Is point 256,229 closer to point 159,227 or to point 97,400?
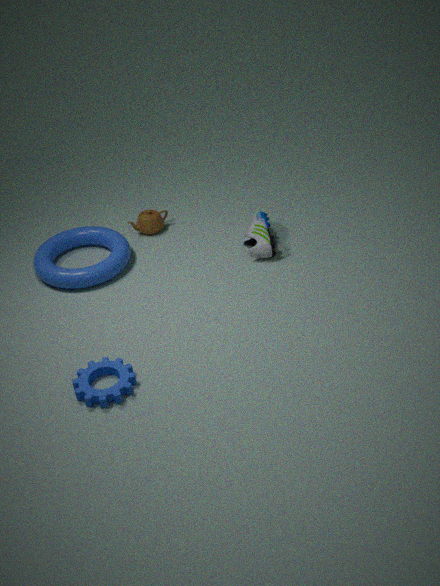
point 159,227
